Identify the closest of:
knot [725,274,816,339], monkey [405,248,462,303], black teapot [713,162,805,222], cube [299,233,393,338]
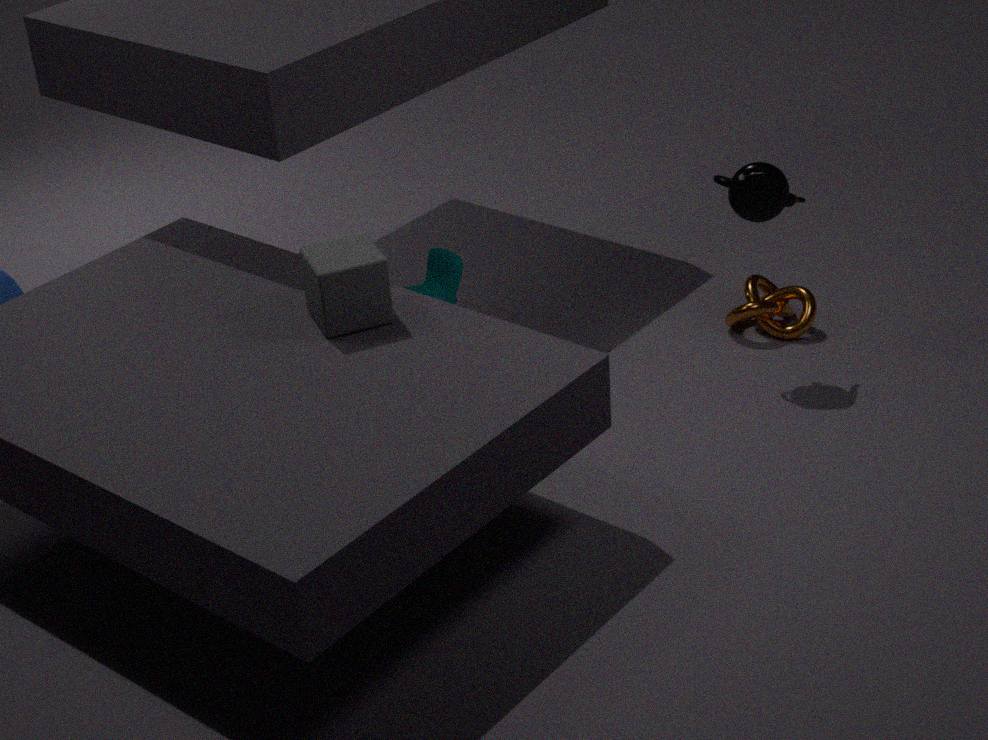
cube [299,233,393,338]
